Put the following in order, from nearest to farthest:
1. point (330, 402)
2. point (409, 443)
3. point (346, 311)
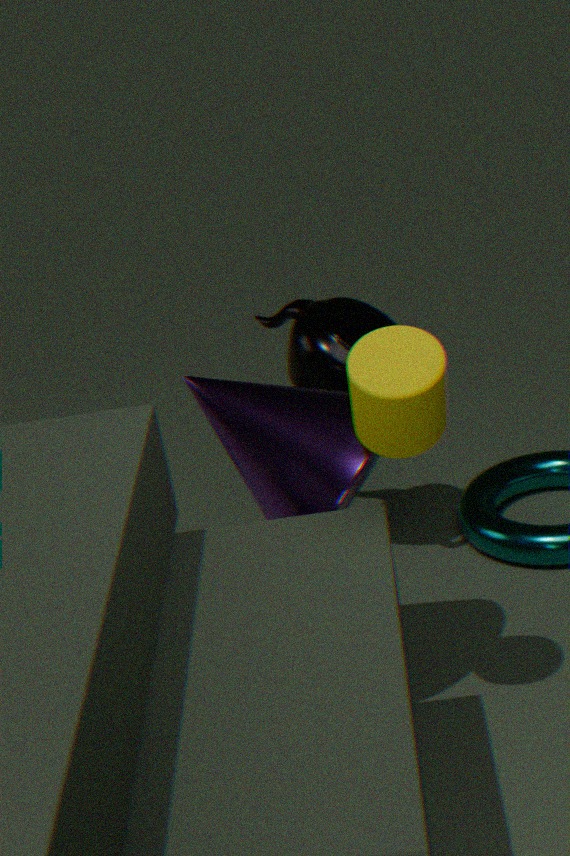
point (409, 443) → point (330, 402) → point (346, 311)
